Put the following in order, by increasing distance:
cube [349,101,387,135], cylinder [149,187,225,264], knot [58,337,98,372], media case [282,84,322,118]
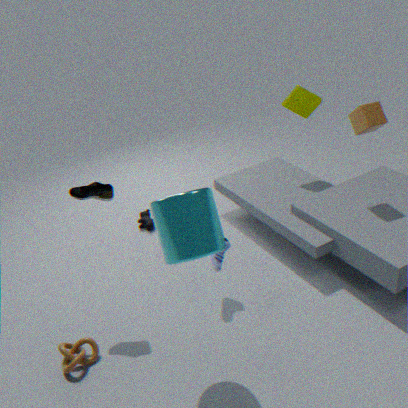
cylinder [149,187,225,264]
knot [58,337,98,372]
cube [349,101,387,135]
media case [282,84,322,118]
